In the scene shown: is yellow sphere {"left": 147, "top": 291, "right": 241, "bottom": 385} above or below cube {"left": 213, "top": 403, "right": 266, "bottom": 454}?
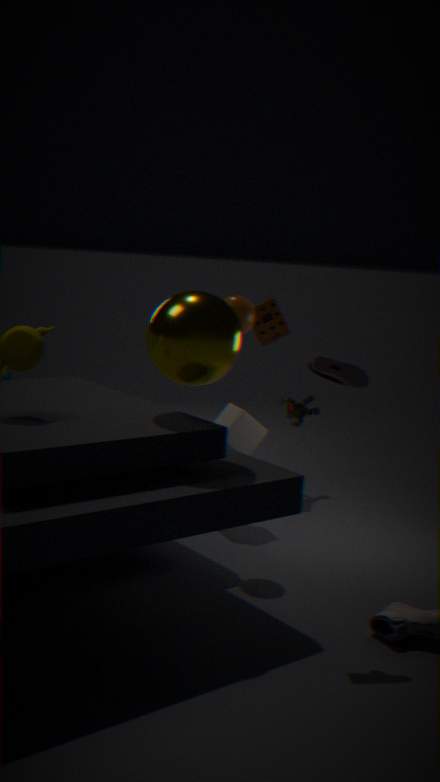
above
